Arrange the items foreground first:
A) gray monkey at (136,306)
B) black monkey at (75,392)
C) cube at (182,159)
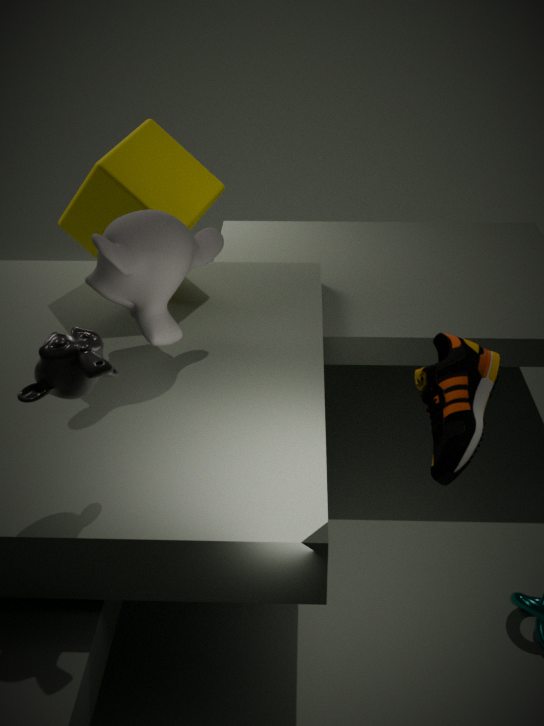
black monkey at (75,392) → gray monkey at (136,306) → cube at (182,159)
